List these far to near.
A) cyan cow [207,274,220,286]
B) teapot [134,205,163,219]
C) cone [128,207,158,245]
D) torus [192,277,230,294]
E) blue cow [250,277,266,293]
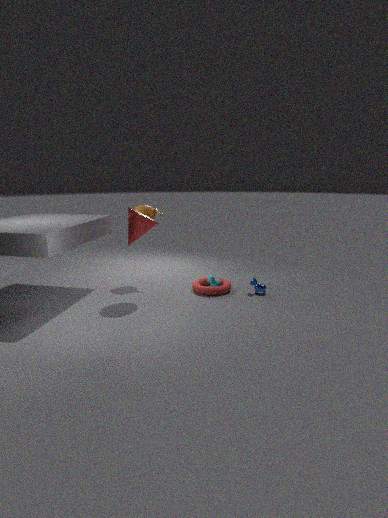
1. teapot [134,205,163,219]
2. cyan cow [207,274,220,286]
3. blue cow [250,277,266,293]
4. torus [192,277,230,294]
5. cone [128,207,158,245]
